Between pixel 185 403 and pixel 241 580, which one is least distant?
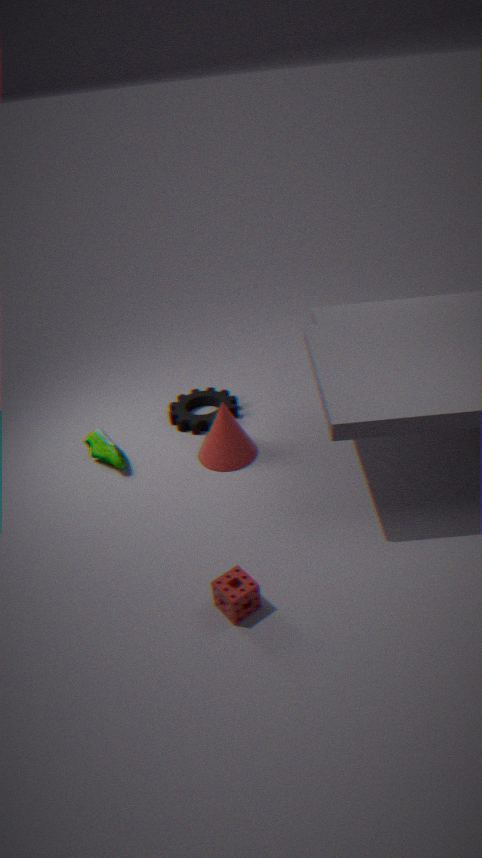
pixel 241 580
